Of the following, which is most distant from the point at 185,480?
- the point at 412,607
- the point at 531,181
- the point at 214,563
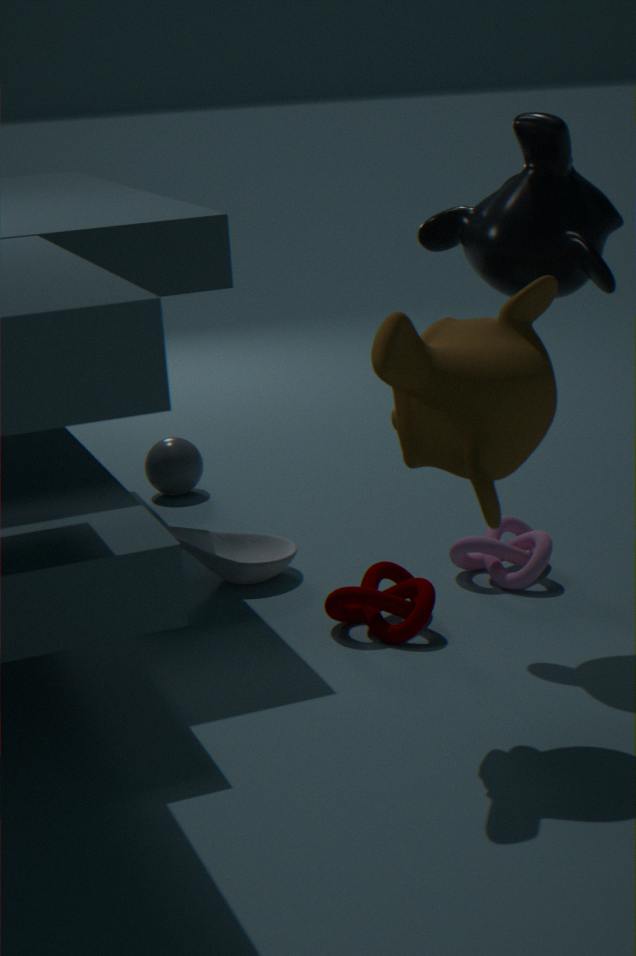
the point at 531,181
